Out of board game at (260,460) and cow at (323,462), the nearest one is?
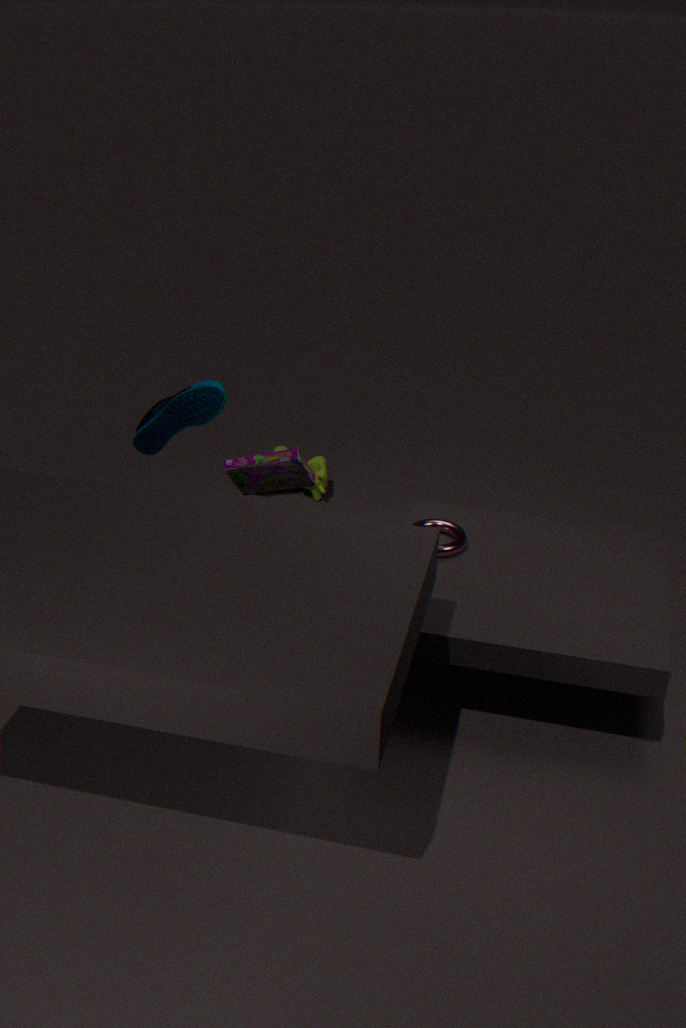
board game at (260,460)
